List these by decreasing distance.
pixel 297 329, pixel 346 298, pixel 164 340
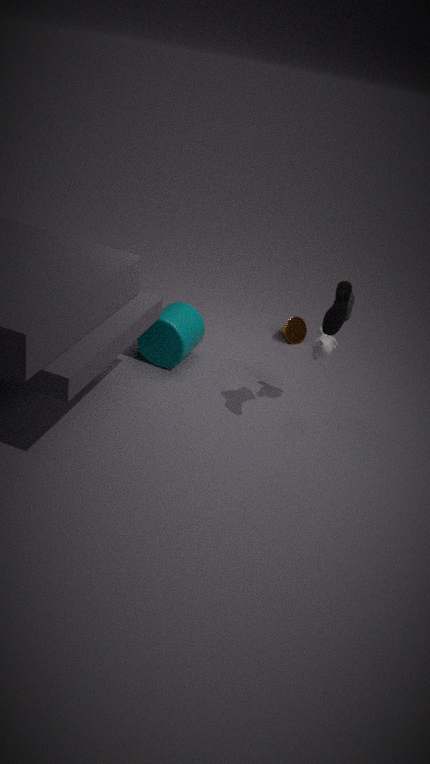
pixel 297 329
pixel 164 340
pixel 346 298
